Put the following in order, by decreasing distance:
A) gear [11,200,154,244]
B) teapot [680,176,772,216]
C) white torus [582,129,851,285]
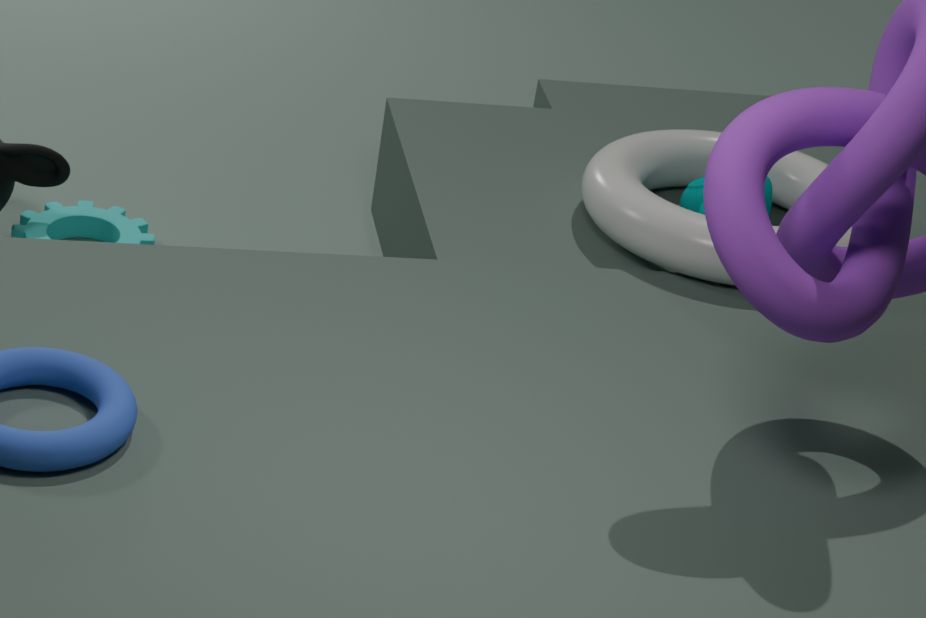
1. gear [11,200,154,244]
2. teapot [680,176,772,216]
3. white torus [582,129,851,285]
